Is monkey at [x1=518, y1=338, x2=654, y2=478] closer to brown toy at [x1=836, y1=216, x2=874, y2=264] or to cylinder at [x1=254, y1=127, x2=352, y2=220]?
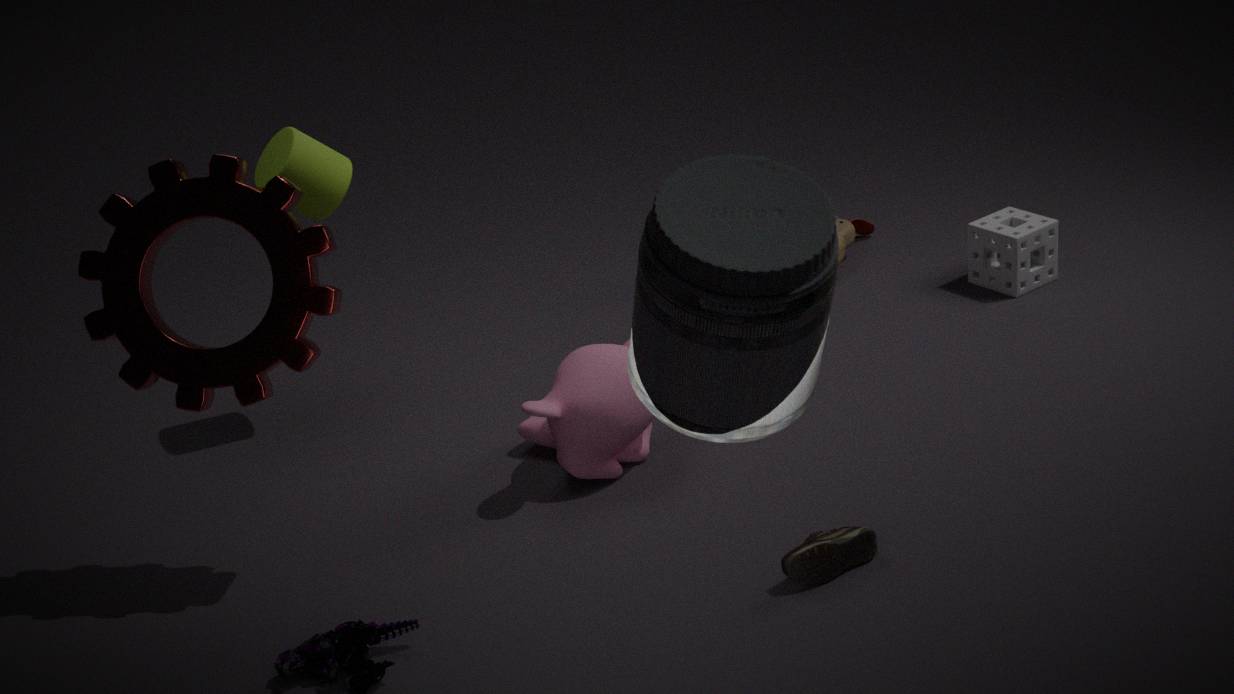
cylinder at [x1=254, y1=127, x2=352, y2=220]
